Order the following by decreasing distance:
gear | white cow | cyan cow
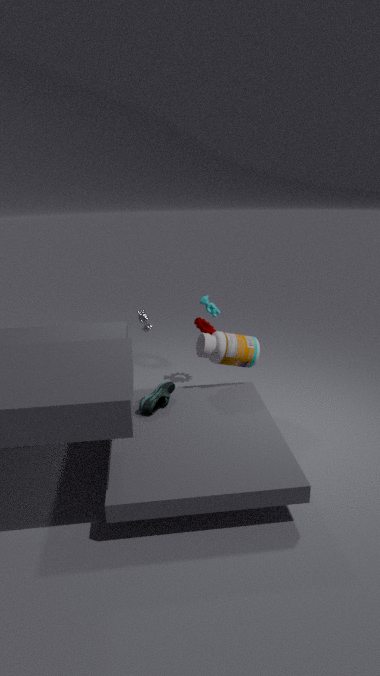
gear → cyan cow → white cow
